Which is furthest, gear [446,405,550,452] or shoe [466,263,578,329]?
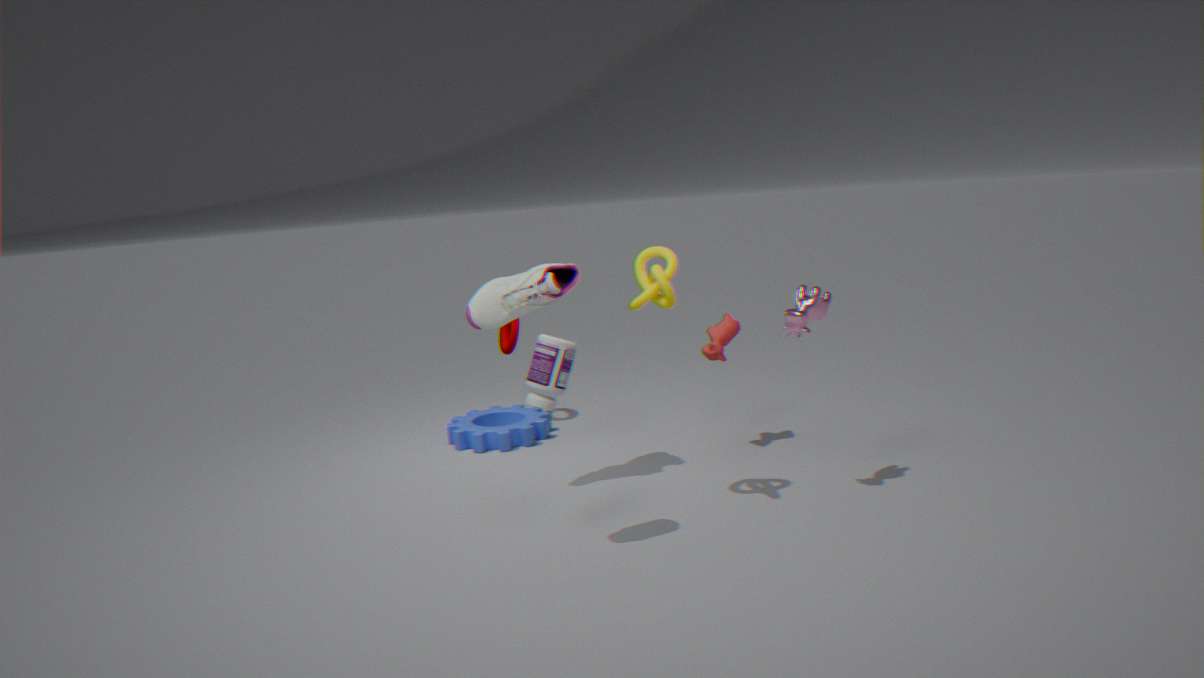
gear [446,405,550,452]
